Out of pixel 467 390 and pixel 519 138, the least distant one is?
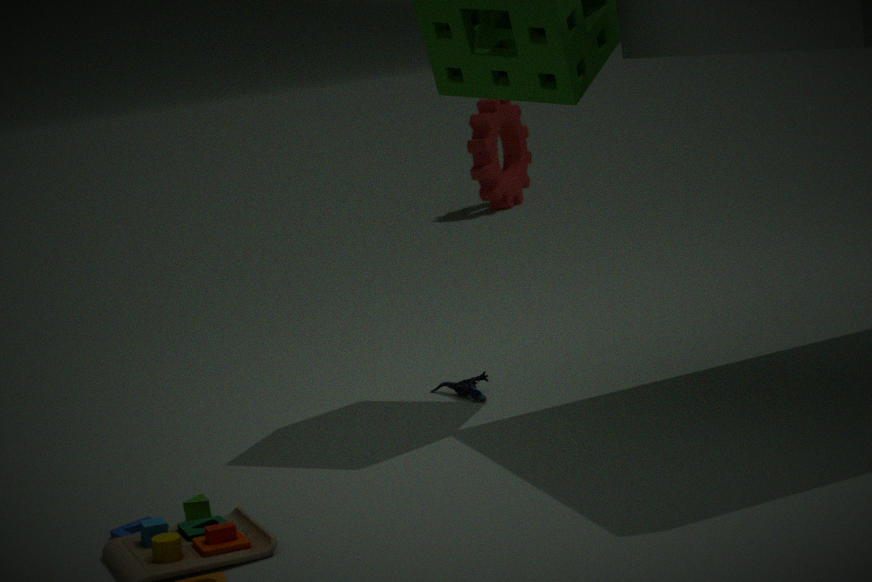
pixel 467 390
